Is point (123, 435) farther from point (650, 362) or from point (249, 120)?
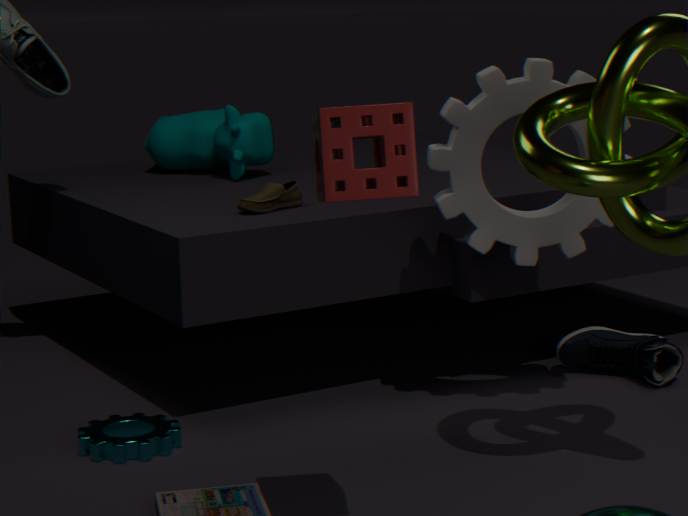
point (650, 362)
